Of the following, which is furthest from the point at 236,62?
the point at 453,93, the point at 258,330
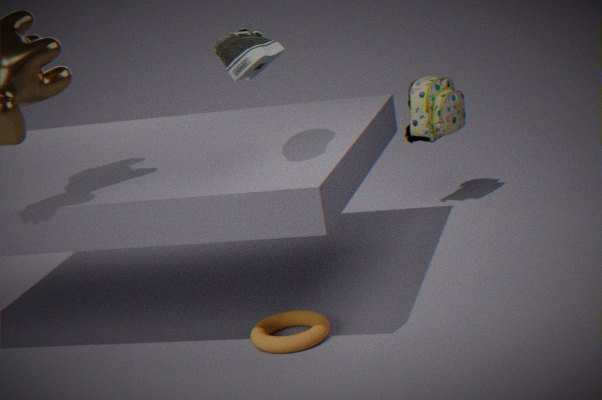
the point at 453,93
